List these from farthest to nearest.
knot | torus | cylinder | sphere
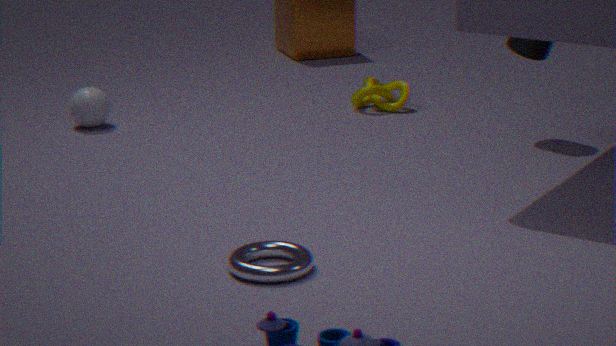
knot
sphere
cylinder
torus
